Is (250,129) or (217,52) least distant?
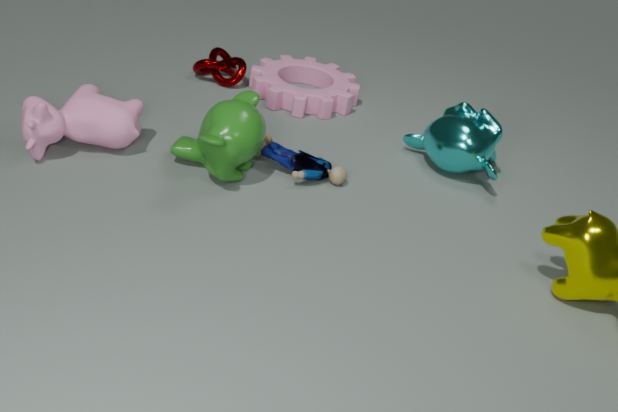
(250,129)
